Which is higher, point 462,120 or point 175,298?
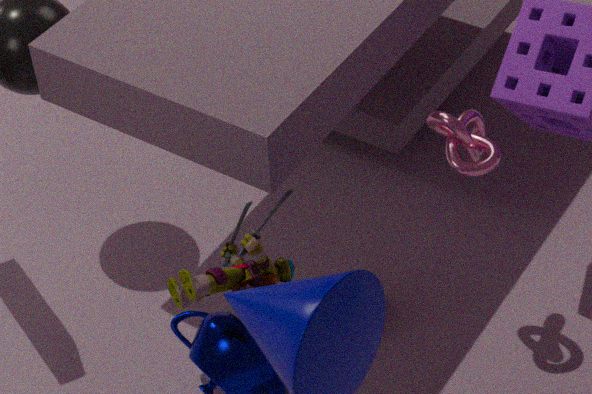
point 462,120
